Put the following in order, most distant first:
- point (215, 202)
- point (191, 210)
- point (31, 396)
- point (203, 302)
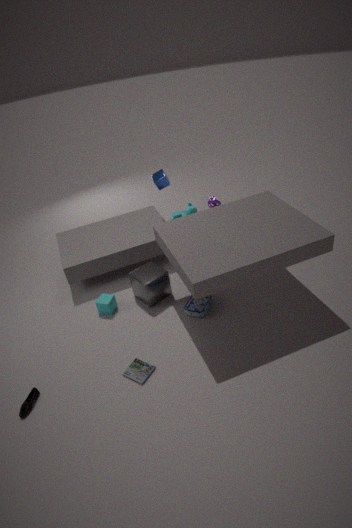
point (191, 210) → point (215, 202) → point (203, 302) → point (31, 396)
